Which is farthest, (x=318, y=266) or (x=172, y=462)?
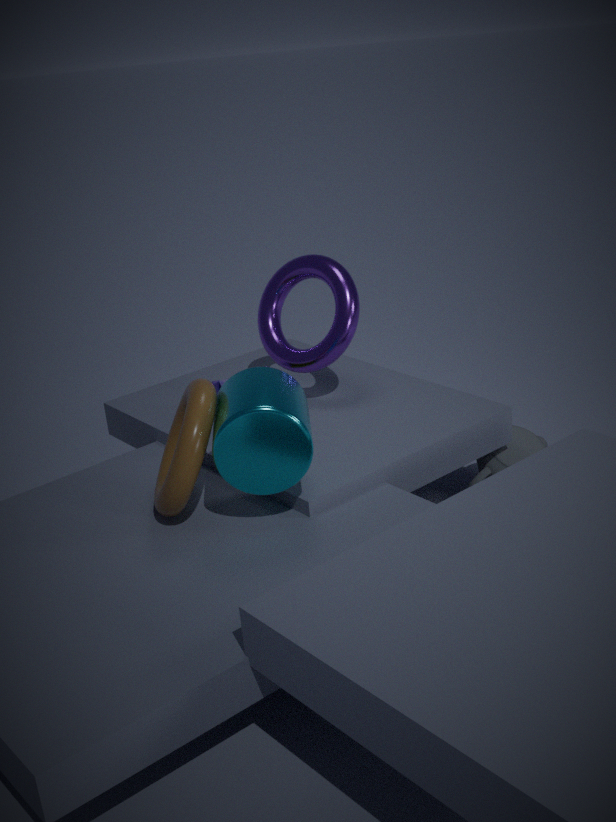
(x=318, y=266)
